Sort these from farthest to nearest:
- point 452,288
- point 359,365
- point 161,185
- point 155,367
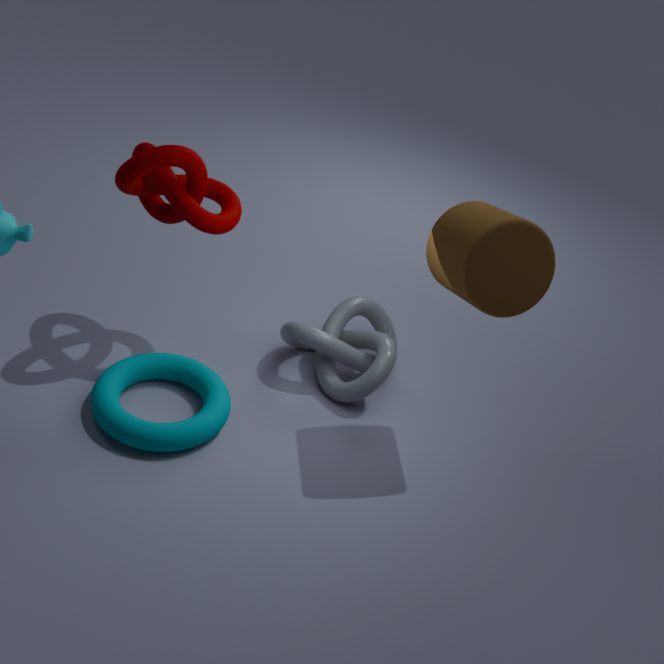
point 359,365
point 155,367
point 161,185
point 452,288
